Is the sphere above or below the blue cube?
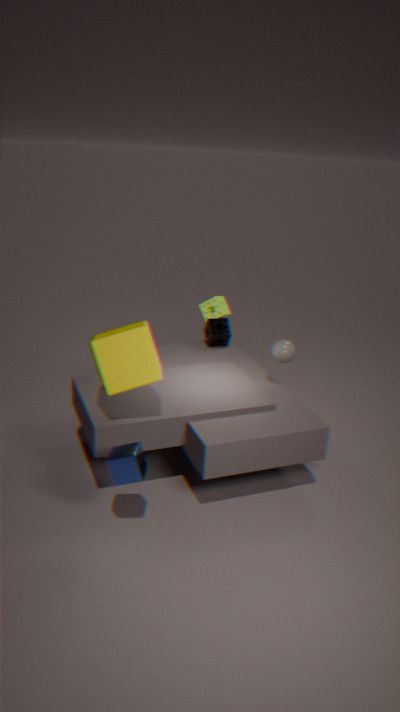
above
